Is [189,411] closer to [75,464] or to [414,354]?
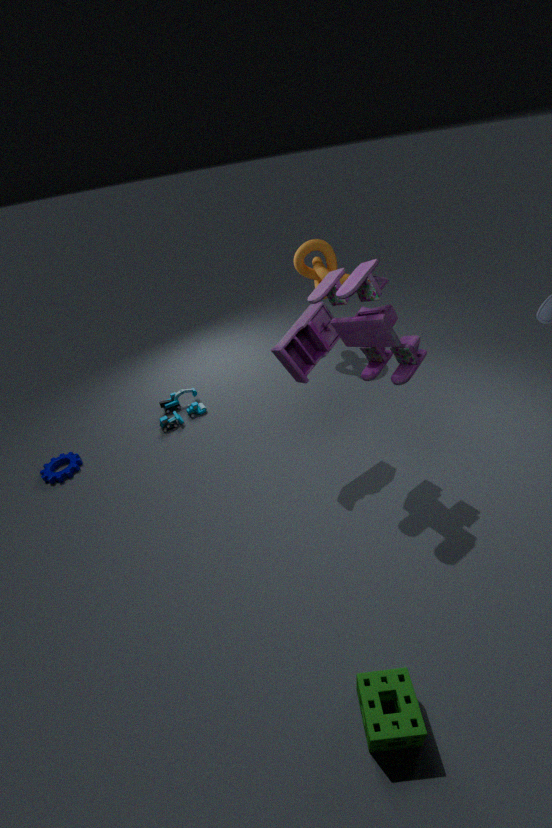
[75,464]
